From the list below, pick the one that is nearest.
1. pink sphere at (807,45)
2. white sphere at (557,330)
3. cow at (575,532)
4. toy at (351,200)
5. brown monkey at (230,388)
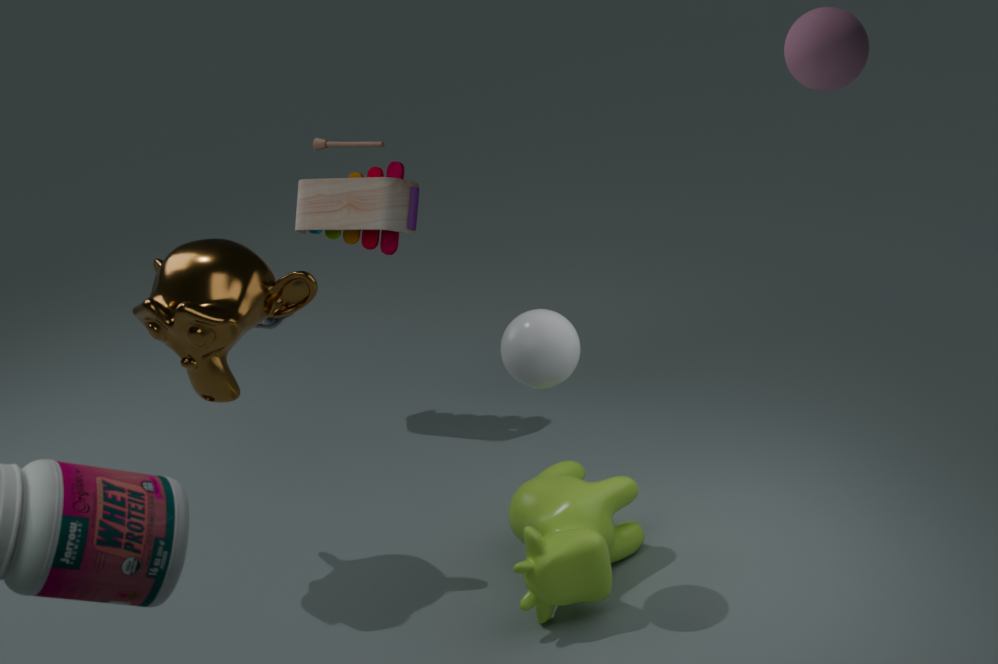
pink sphere at (807,45)
